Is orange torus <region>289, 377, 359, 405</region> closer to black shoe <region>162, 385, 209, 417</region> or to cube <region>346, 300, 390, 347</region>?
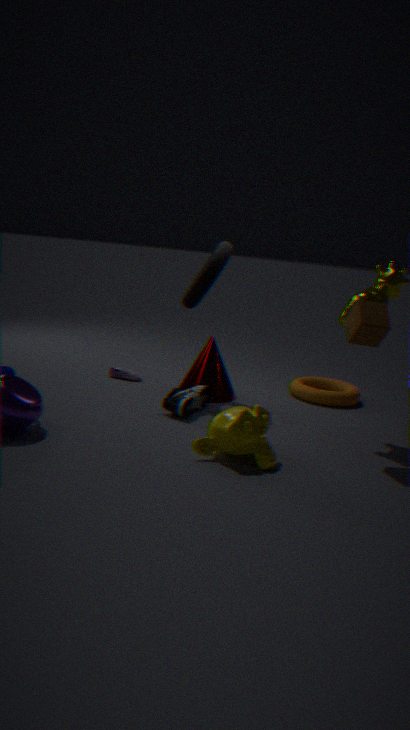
black shoe <region>162, 385, 209, 417</region>
